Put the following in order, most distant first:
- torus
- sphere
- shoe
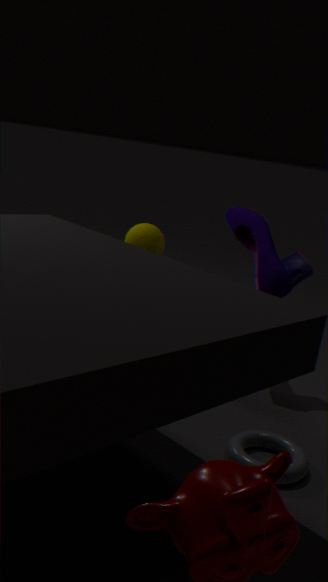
sphere → shoe → torus
